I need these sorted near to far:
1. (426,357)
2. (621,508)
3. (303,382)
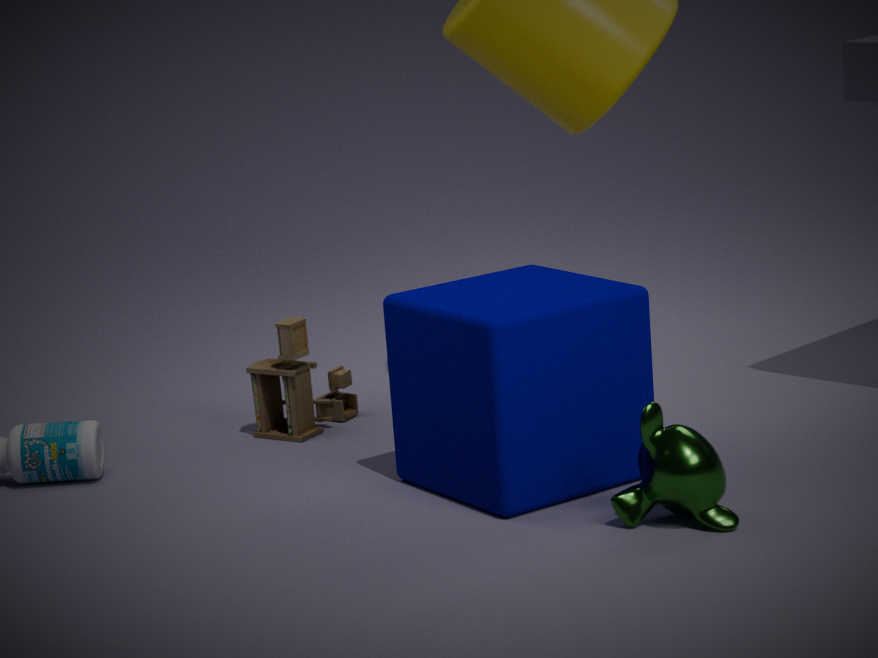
(621,508) → (426,357) → (303,382)
